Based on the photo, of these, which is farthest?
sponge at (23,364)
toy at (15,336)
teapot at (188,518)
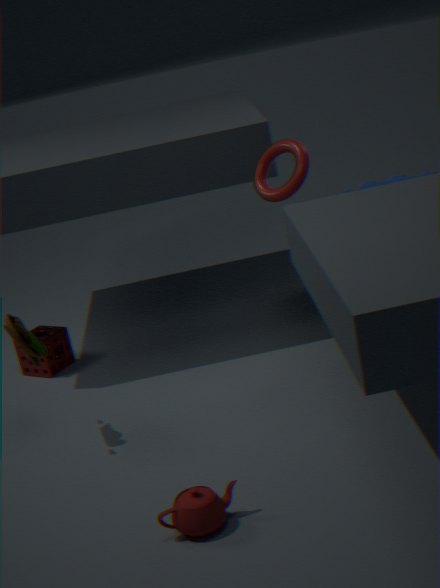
sponge at (23,364)
